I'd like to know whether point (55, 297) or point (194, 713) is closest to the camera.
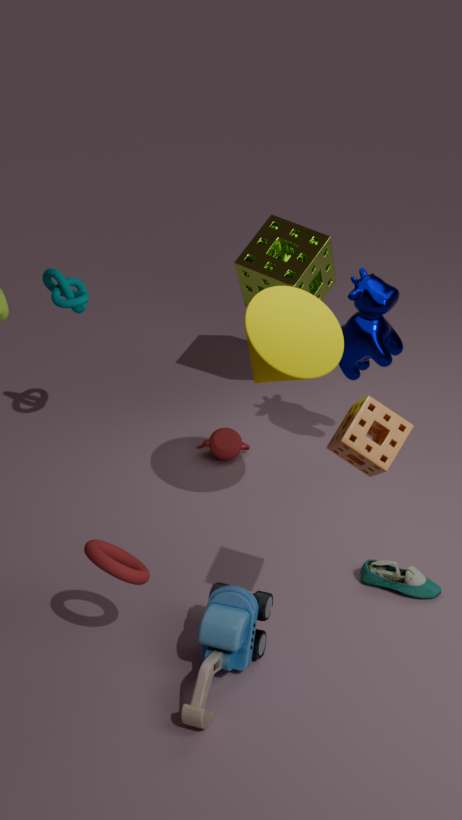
point (194, 713)
